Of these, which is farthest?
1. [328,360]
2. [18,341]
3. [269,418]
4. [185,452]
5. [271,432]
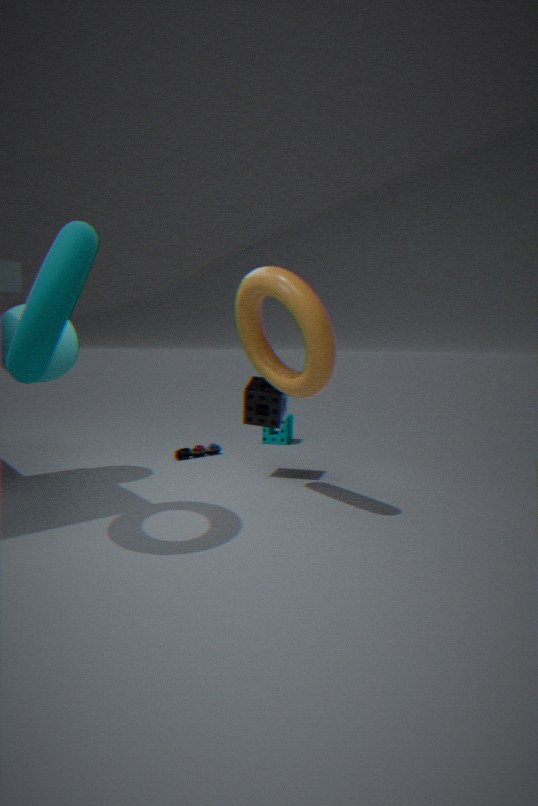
[271,432]
